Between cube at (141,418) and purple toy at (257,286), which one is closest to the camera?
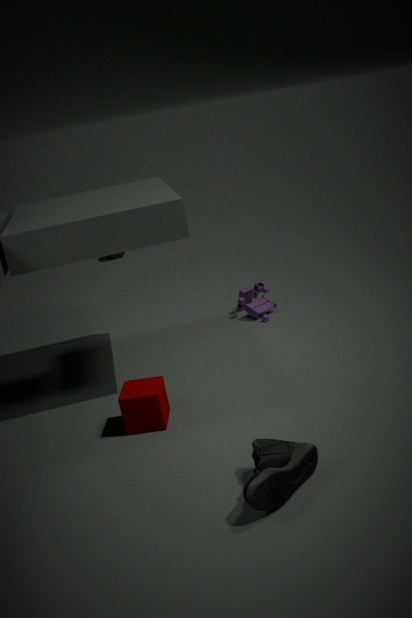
cube at (141,418)
